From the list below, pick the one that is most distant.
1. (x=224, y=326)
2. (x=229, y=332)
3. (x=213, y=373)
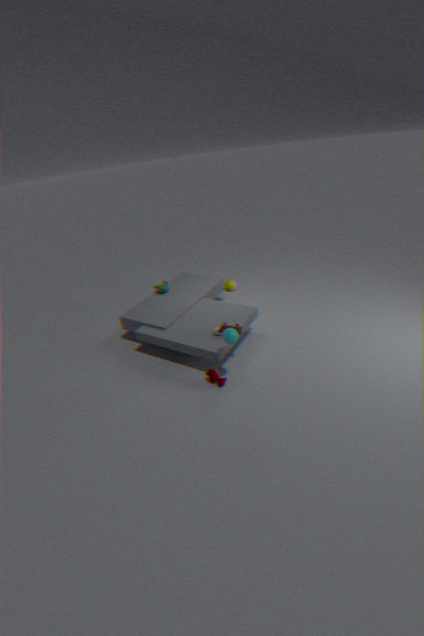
(x=224, y=326)
